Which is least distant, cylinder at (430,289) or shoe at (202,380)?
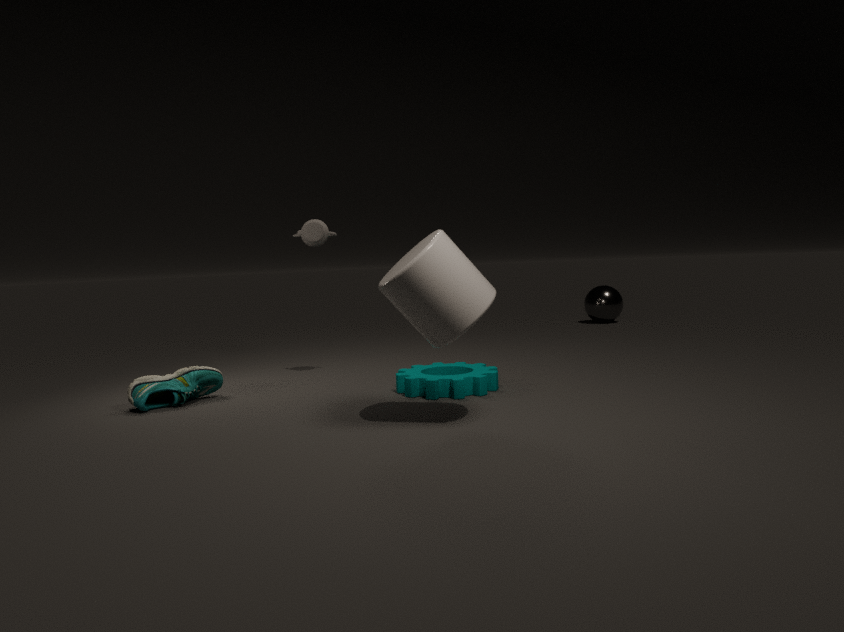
cylinder at (430,289)
